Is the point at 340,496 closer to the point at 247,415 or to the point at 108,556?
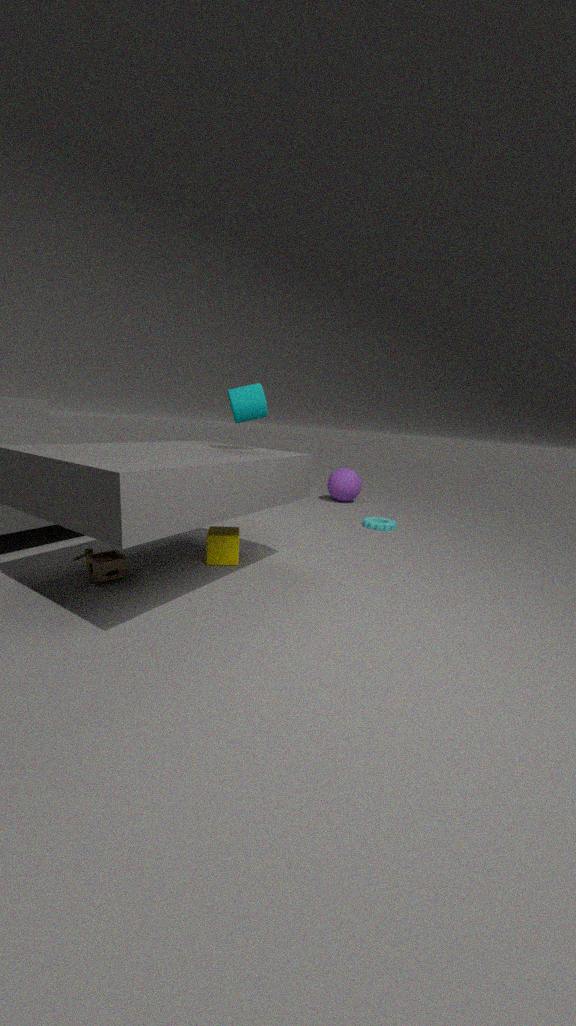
the point at 247,415
